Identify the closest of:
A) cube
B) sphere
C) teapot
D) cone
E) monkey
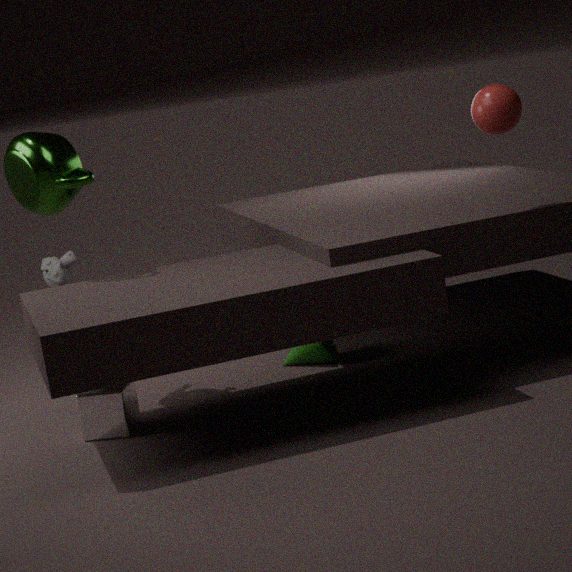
sphere
